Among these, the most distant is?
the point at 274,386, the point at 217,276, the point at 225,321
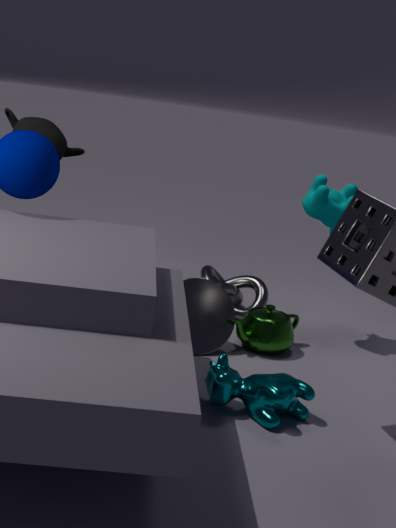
the point at 217,276
